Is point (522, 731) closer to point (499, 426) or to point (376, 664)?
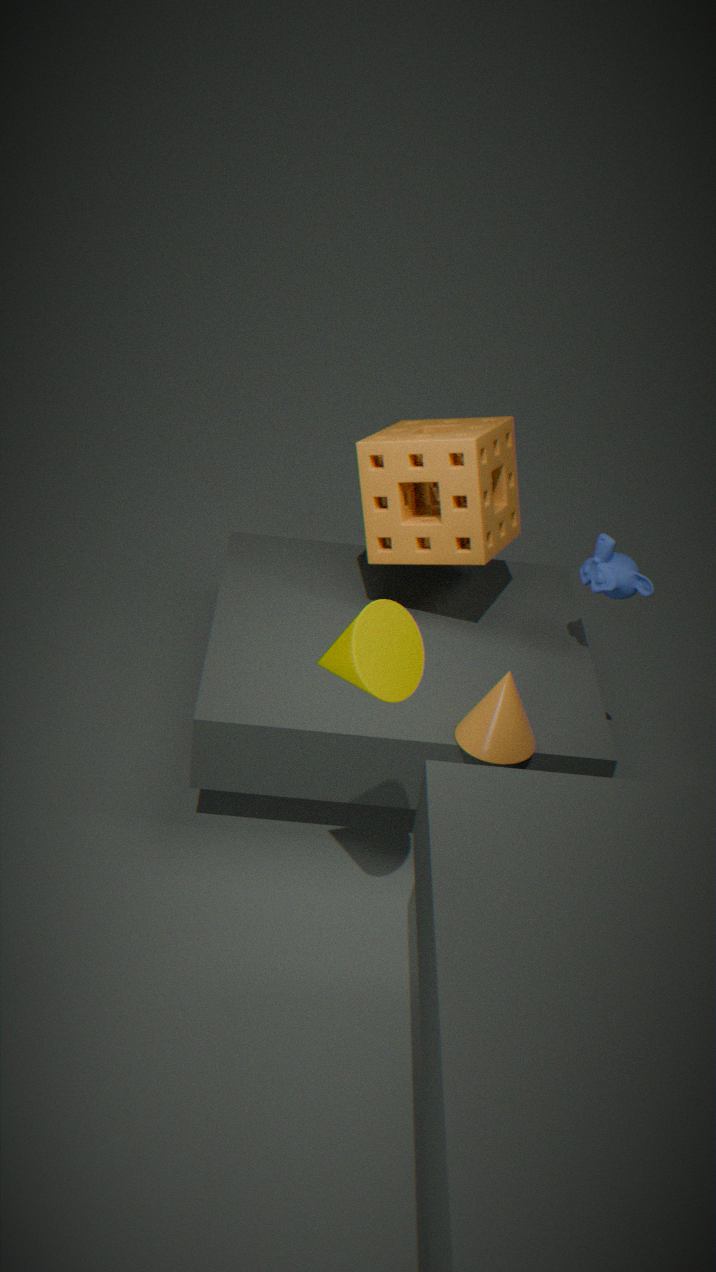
point (376, 664)
